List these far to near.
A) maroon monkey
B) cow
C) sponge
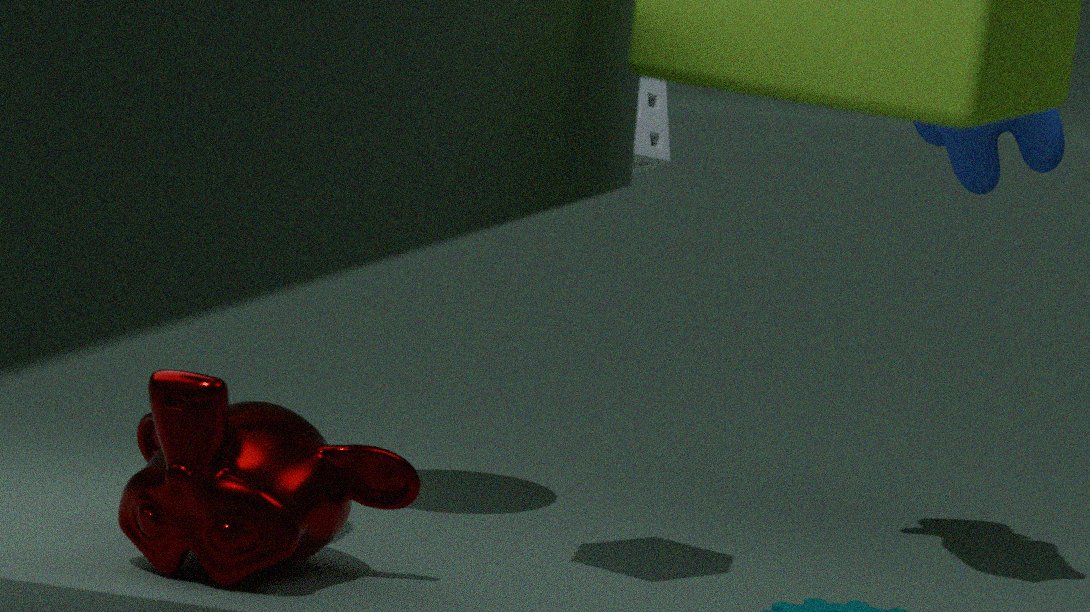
1. cow
2. sponge
3. maroon monkey
